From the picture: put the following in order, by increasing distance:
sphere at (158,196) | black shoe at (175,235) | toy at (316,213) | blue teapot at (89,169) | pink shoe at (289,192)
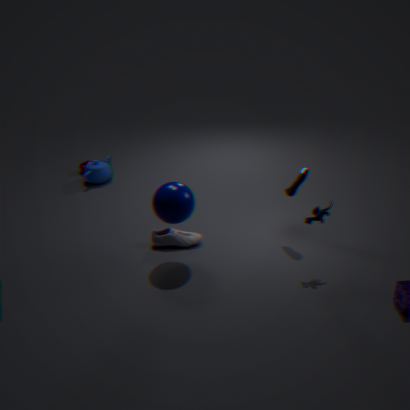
1. toy at (316,213)
2. sphere at (158,196)
3. pink shoe at (289,192)
4. black shoe at (175,235)
5. blue teapot at (89,169)
